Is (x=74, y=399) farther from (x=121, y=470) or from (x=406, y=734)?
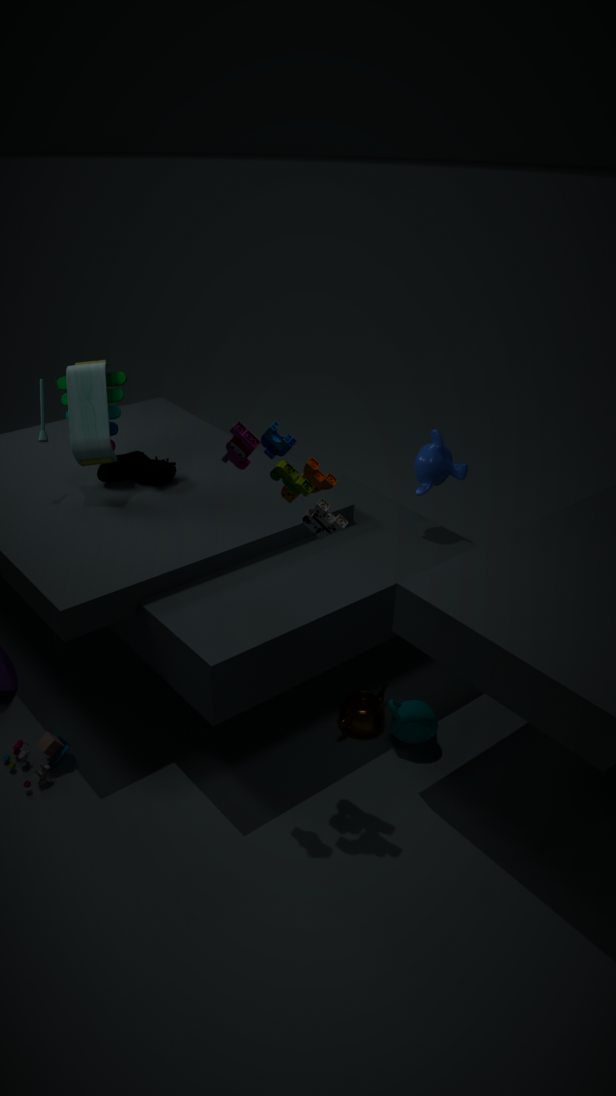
(x=406, y=734)
